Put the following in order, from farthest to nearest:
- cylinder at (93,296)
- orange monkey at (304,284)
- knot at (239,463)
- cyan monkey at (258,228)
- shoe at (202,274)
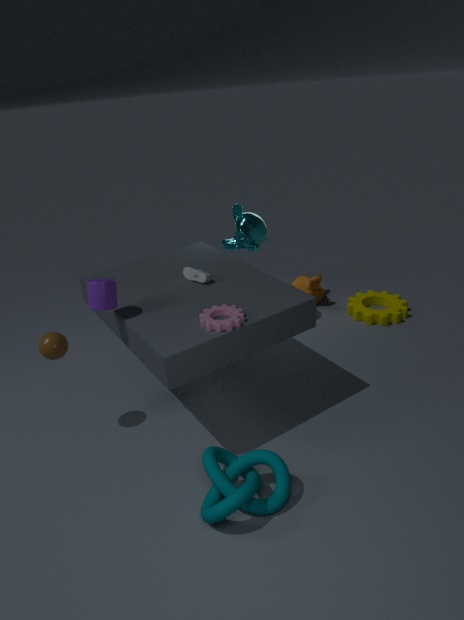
orange monkey at (304,284) → cyan monkey at (258,228) → shoe at (202,274) → cylinder at (93,296) → knot at (239,463)
